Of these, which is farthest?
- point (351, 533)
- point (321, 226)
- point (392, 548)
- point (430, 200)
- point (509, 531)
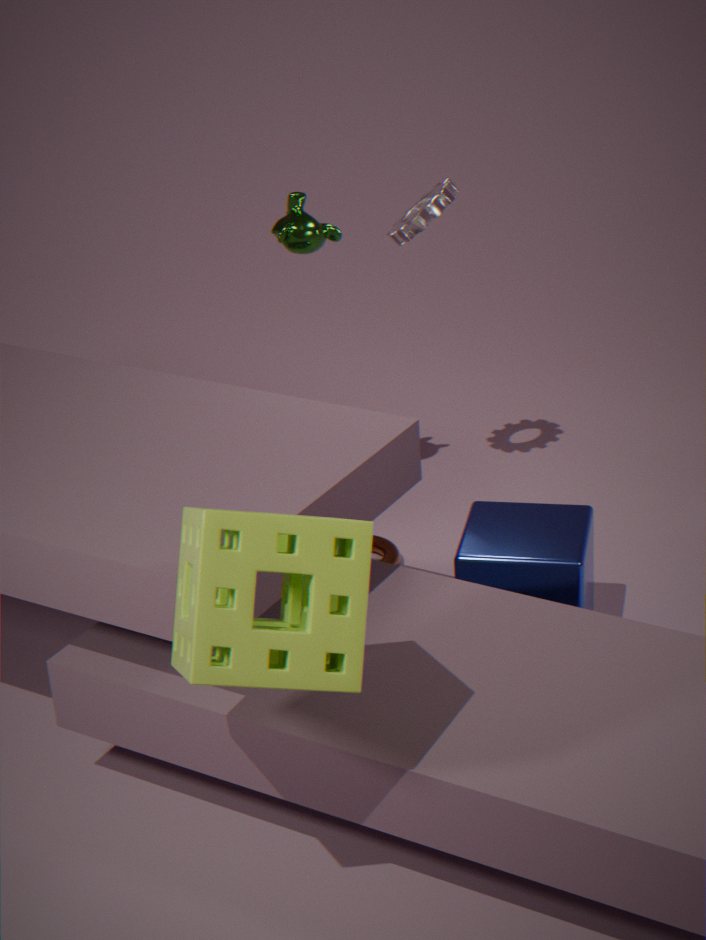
point (392, 548)
